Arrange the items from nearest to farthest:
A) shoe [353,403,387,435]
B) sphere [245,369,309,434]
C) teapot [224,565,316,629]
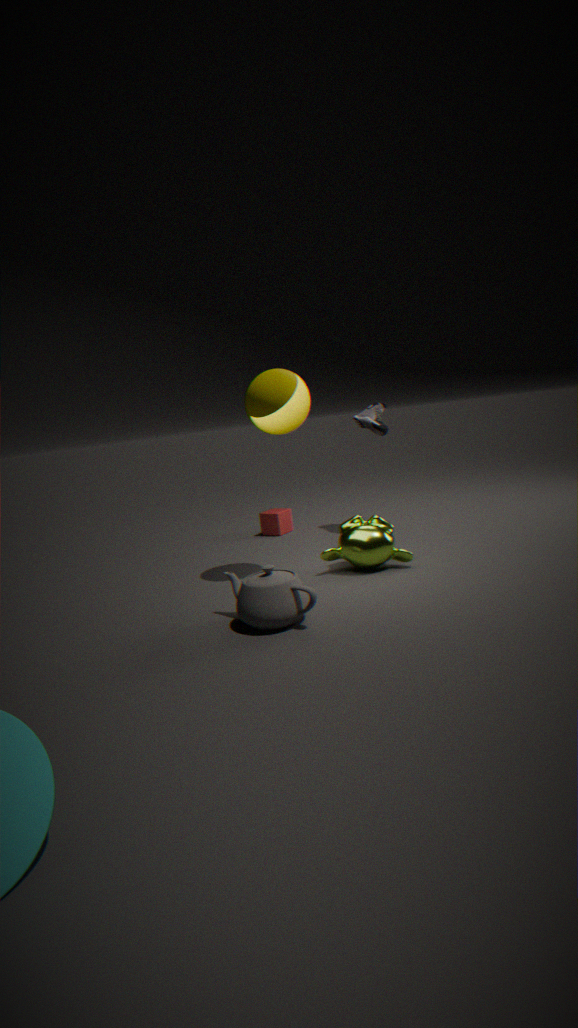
teapot [224,565,316,629] < sphere [245,369,309,434] < shoe [353,403,387,435]
